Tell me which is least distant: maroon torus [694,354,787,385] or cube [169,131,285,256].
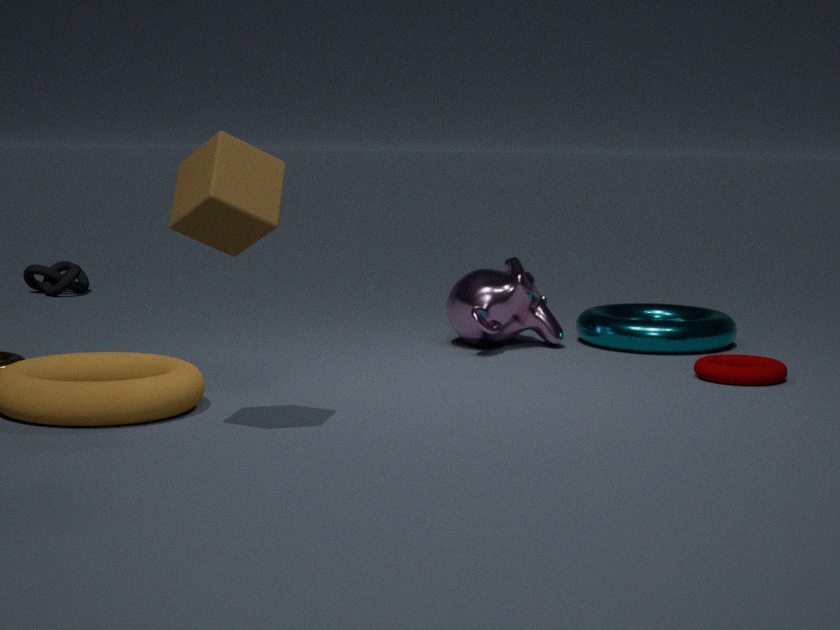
cube [169,131,285,256]
